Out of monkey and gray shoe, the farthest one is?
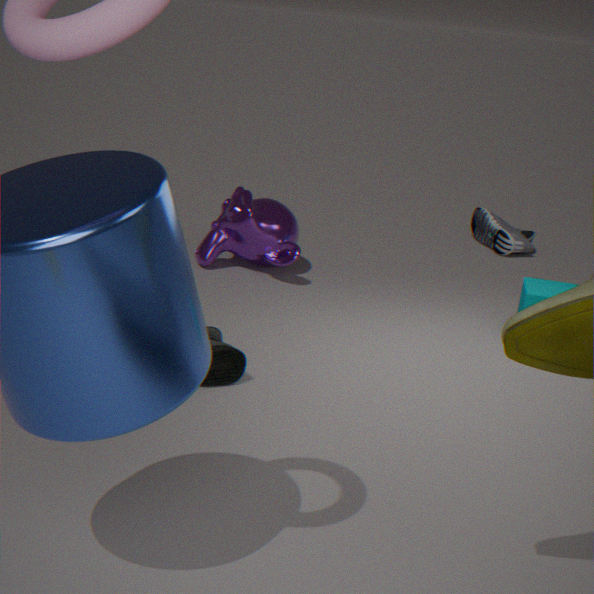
gray shoe
